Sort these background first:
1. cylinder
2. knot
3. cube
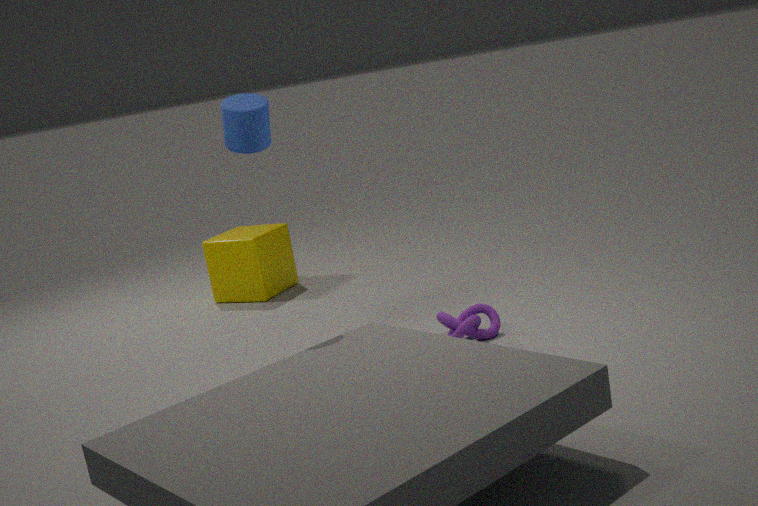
1. cube
2. knot
3. cylinder
